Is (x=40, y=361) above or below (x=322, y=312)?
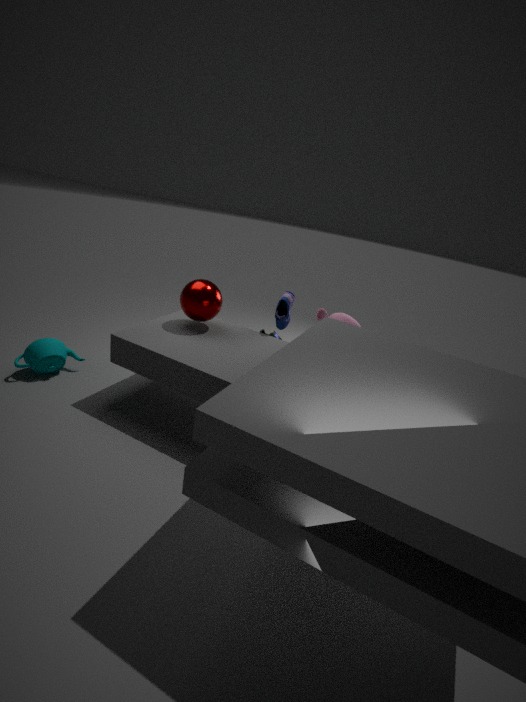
below
